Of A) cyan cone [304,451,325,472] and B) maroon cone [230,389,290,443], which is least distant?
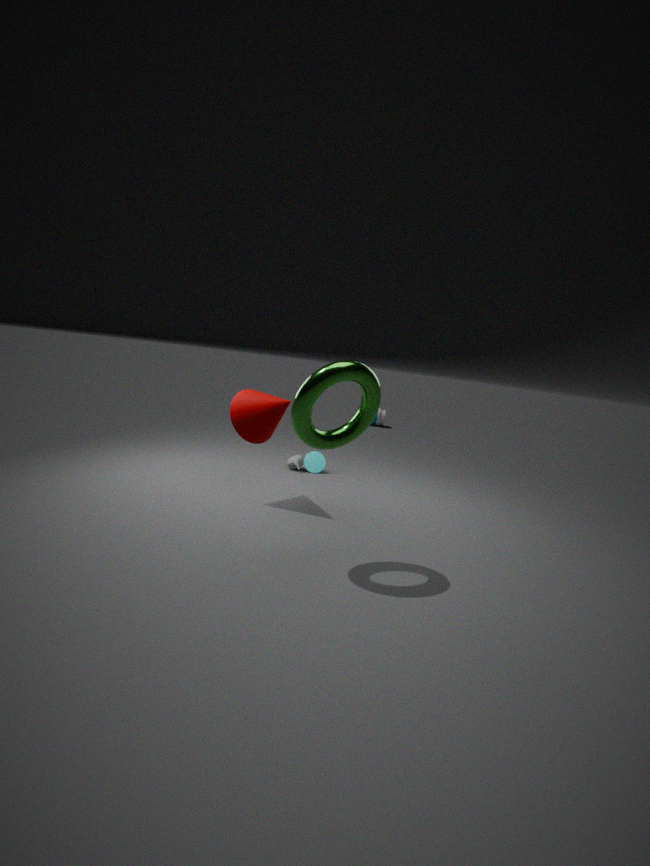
B. maroon cone [230,389,290,443]
